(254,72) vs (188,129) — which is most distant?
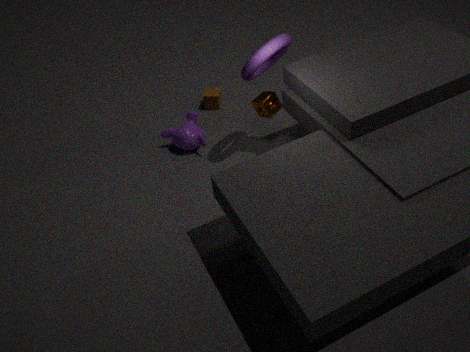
(188,129)
